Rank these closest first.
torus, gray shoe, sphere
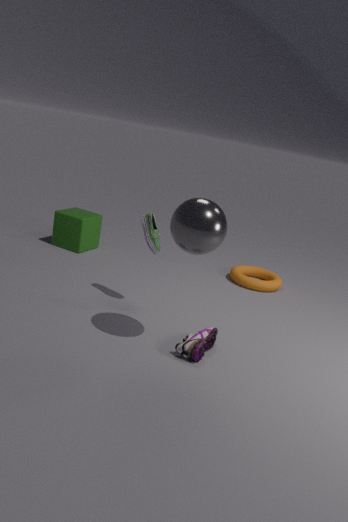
sphere < gray shoe < torus
